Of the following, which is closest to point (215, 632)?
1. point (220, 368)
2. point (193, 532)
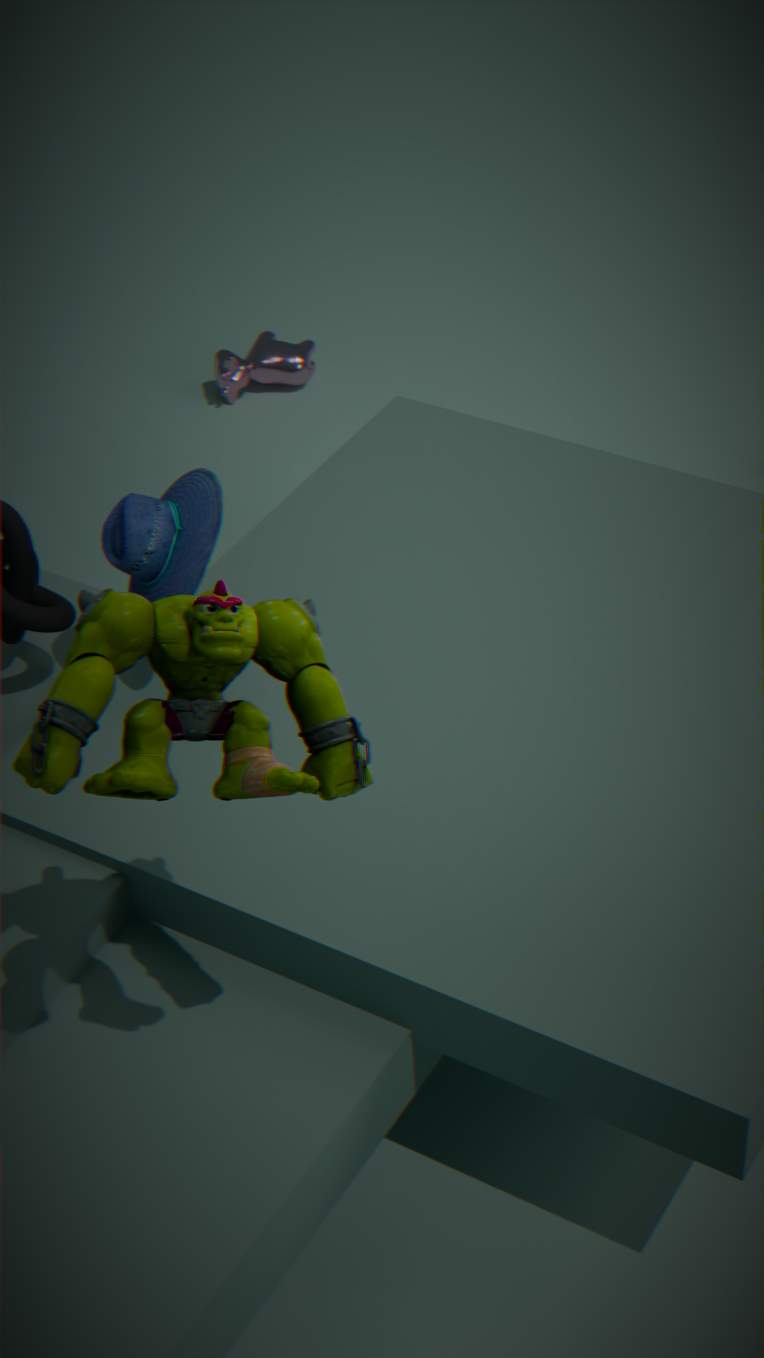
point (193, 532)
